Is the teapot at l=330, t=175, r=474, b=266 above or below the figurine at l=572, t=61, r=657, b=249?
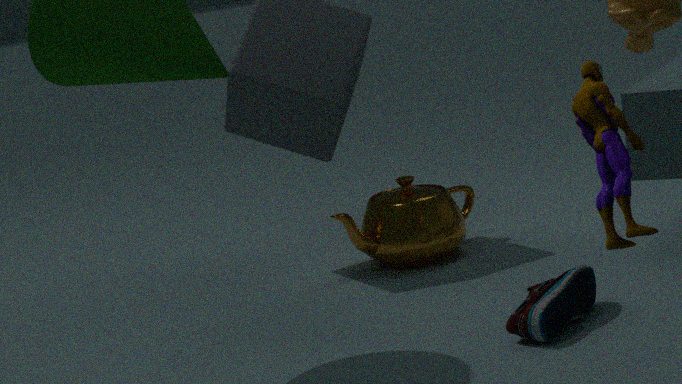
below
